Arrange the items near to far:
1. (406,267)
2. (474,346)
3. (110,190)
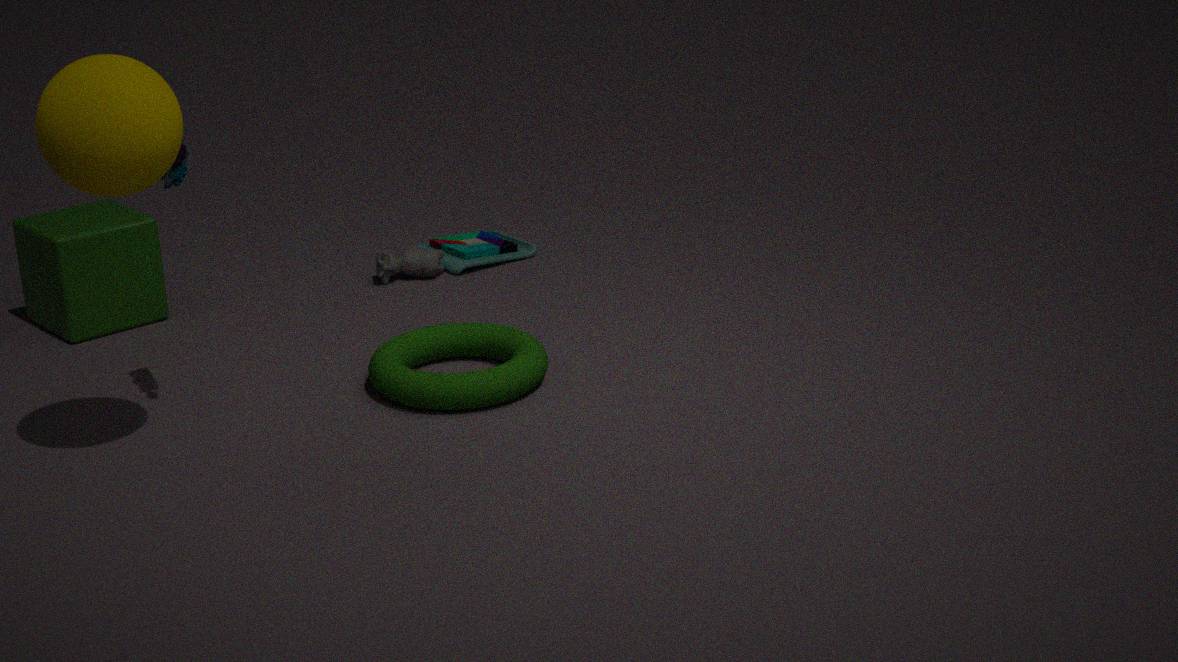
1. (110,190)
2. (474,346)
3. (406,267)
